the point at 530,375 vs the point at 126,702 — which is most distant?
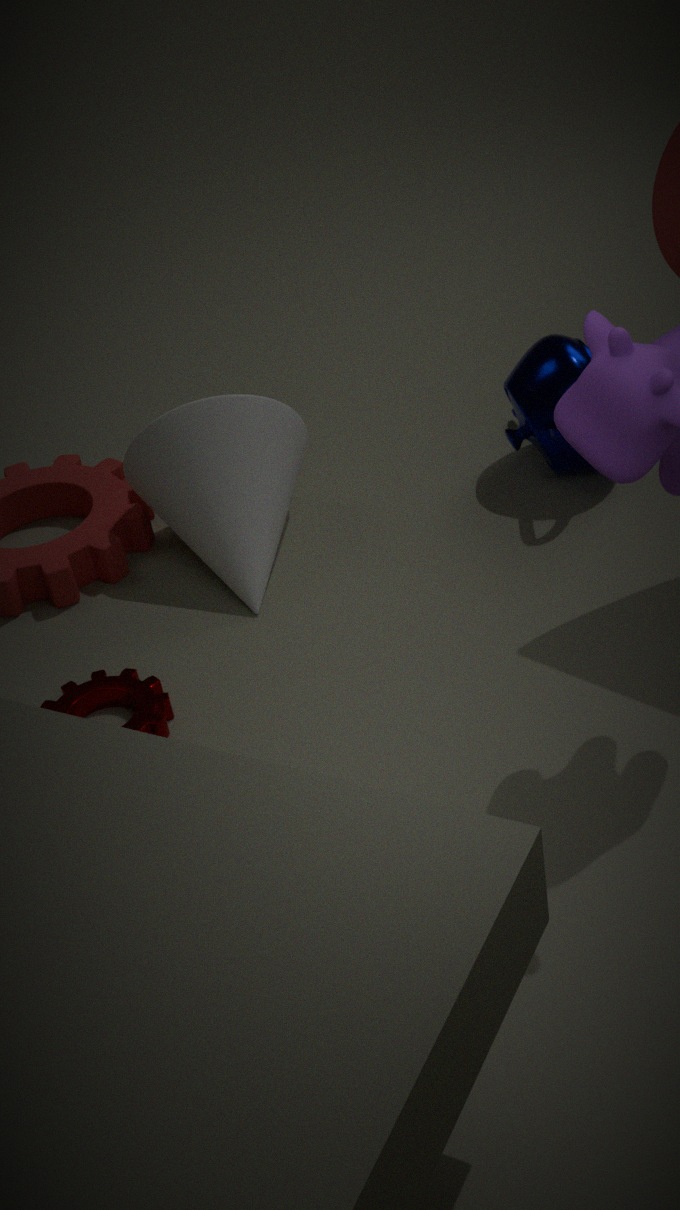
the point at 530,375
